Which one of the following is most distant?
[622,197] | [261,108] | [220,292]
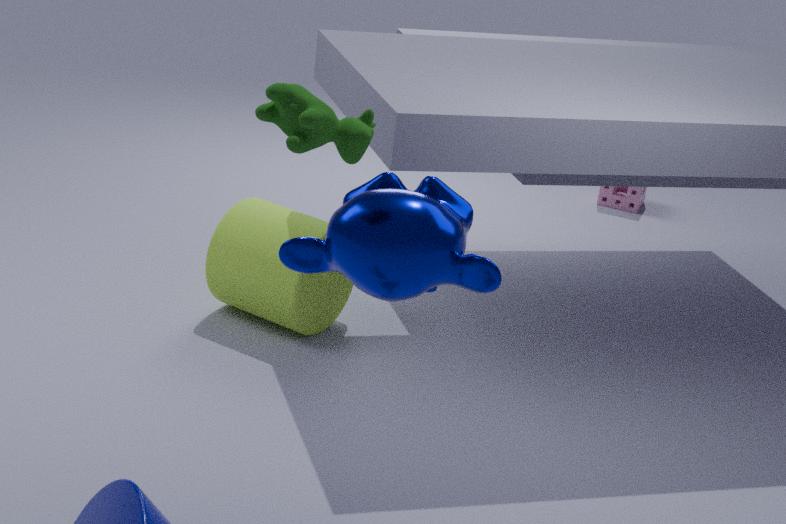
[622,197]
